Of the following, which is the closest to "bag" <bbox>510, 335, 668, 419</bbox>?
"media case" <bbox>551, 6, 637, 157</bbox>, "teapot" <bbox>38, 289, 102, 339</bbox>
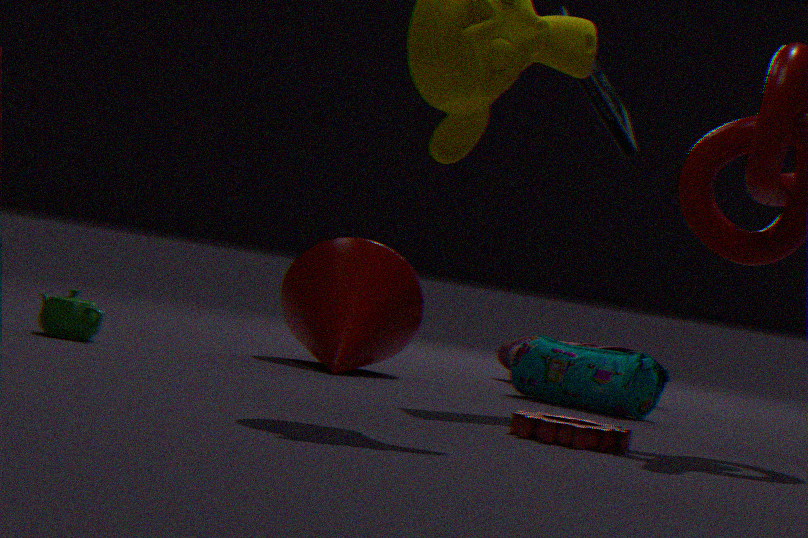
"media case" <bbox>551, 6, 637, 157</bbox>
